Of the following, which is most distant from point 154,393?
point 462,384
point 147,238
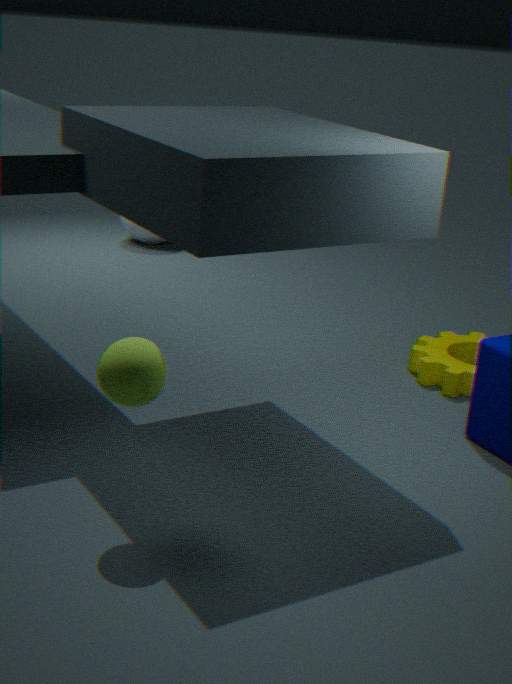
point 147,238
